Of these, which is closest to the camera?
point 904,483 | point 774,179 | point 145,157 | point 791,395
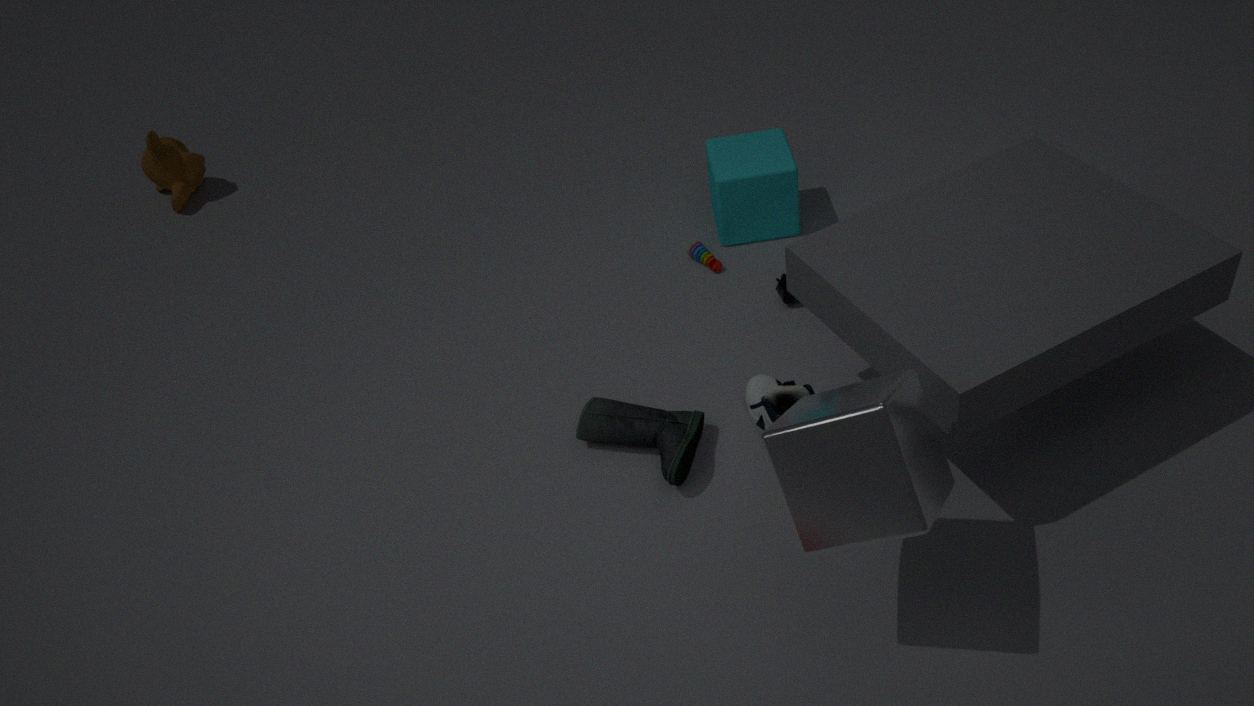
point 904,483
